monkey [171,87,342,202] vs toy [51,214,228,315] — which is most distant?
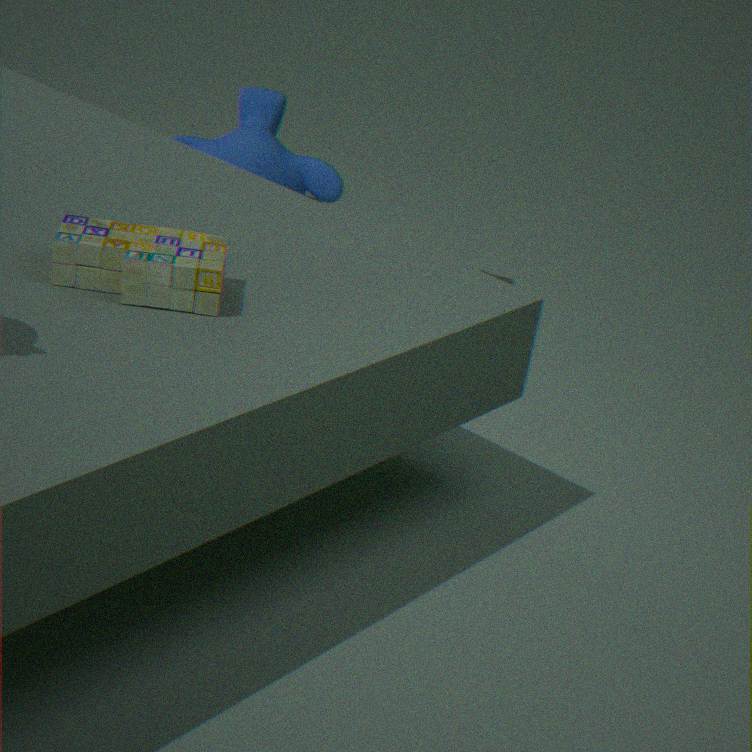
monkey [171,87,342,202]
